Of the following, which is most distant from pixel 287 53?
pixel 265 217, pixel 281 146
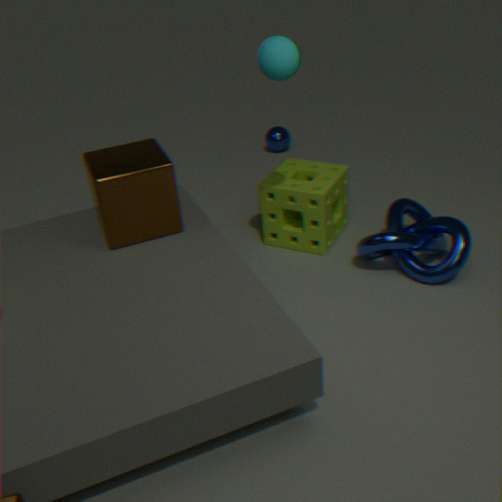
pixel 281 146
